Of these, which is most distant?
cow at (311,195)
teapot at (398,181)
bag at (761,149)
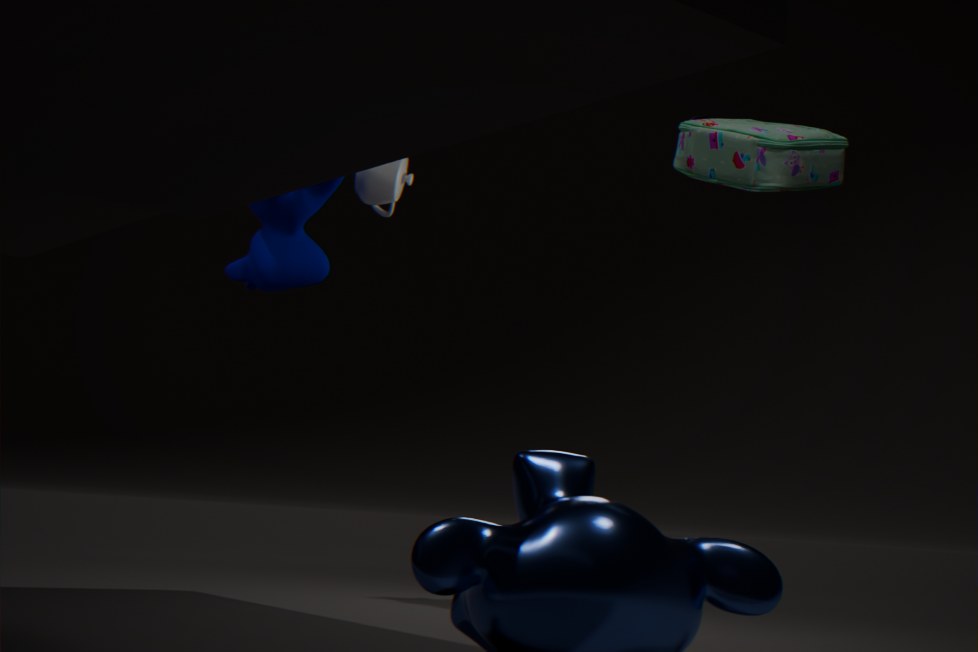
teapot at (398,181)
